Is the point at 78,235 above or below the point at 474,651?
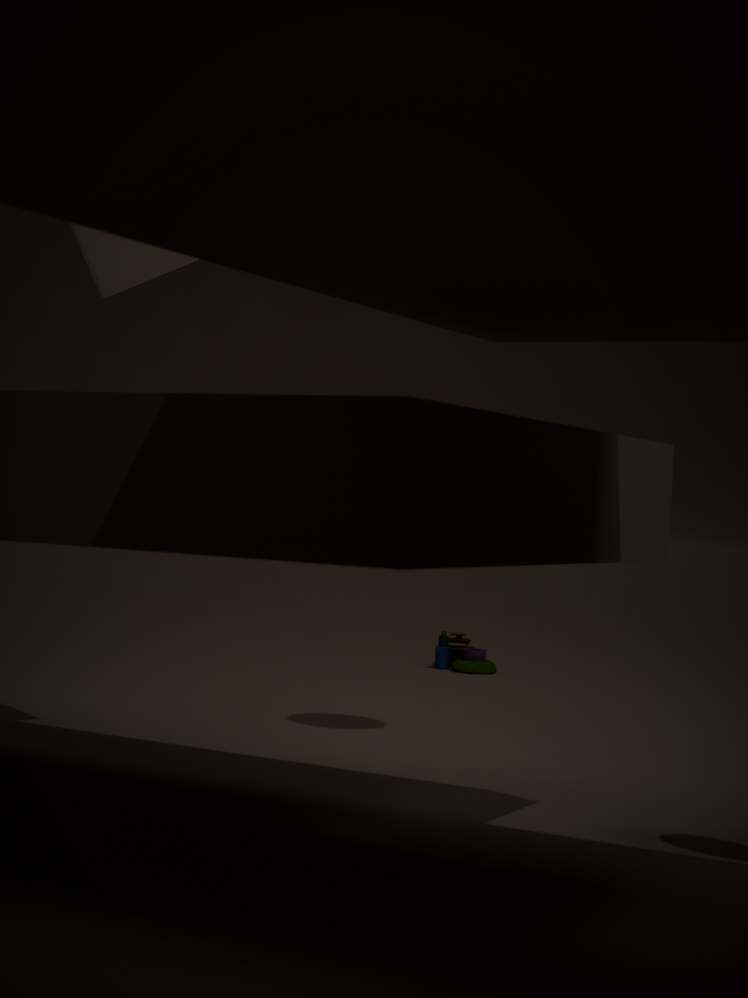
above
